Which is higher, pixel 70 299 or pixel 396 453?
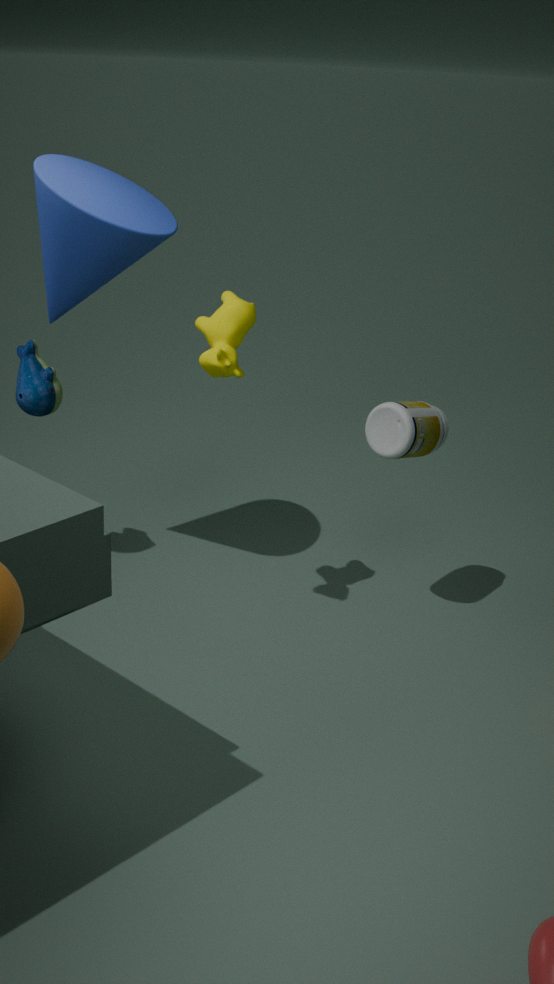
pixel 70 299
